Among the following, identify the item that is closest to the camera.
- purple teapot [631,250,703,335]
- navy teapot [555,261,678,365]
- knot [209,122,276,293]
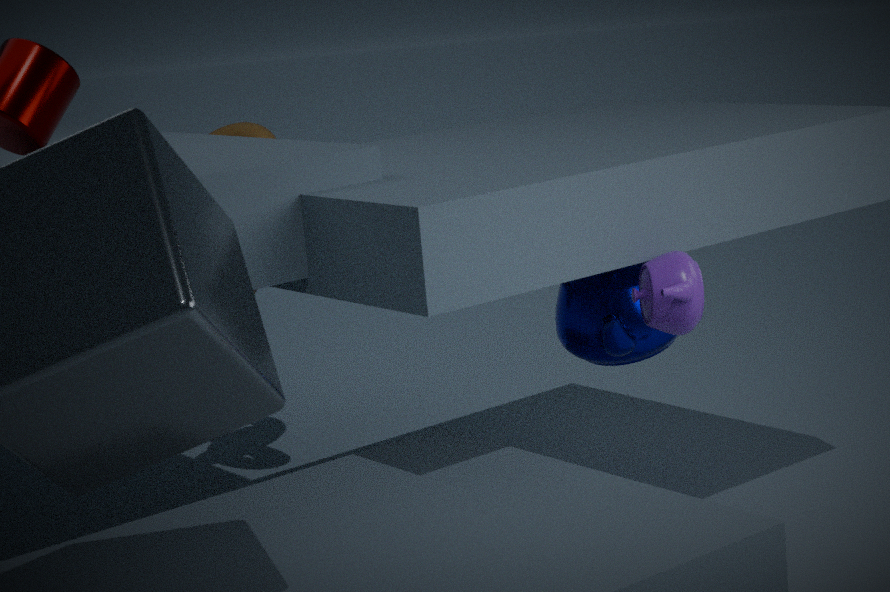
purple teapot [631,250,703,335]
